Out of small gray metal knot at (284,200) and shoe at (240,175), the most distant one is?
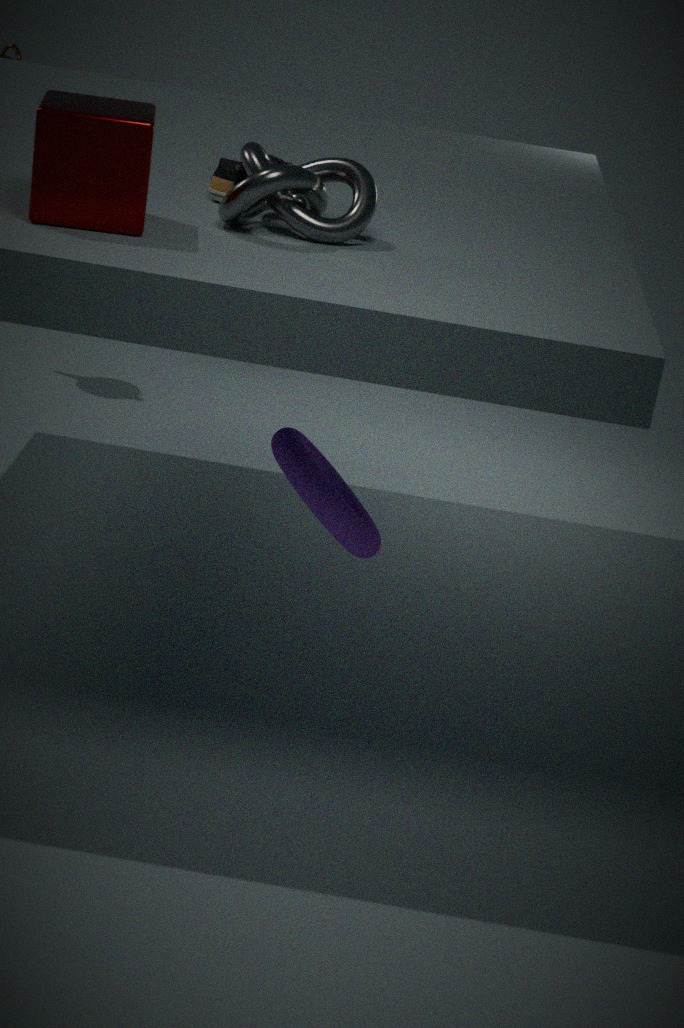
shoe at (240,175)
